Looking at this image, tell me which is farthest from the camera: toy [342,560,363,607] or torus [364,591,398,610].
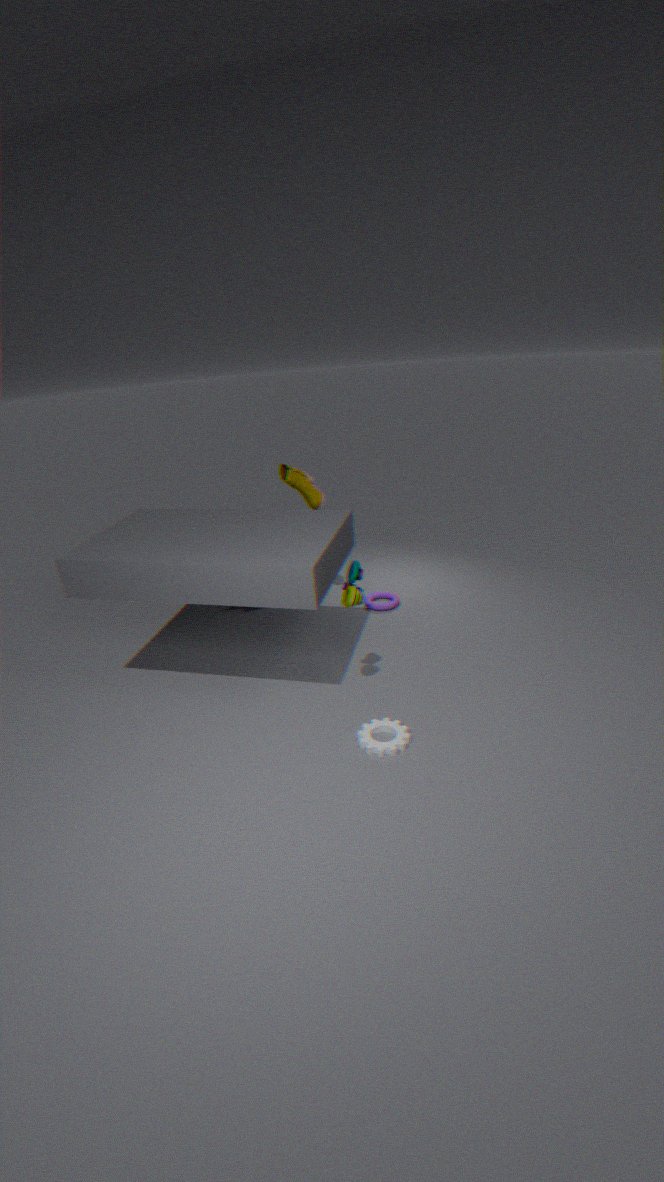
torus [364,591,398,610]
